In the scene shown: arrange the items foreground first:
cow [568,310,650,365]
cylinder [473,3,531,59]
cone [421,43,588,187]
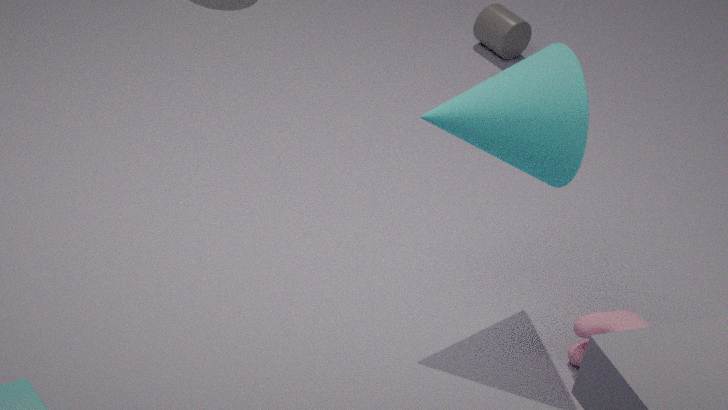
cone [421,43,588,187], cow [568,310,650,365], cylinder [473,3,531,59]
